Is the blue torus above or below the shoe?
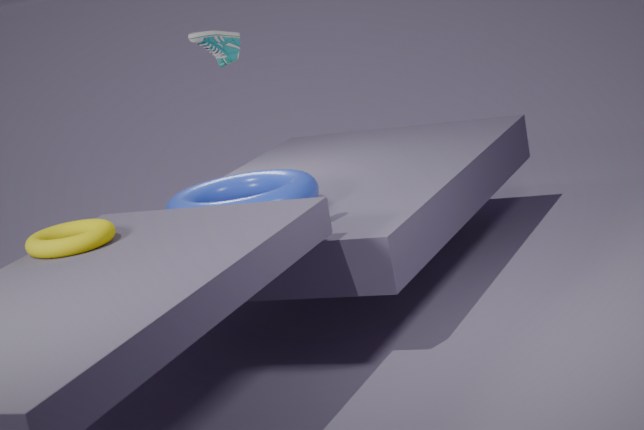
below
